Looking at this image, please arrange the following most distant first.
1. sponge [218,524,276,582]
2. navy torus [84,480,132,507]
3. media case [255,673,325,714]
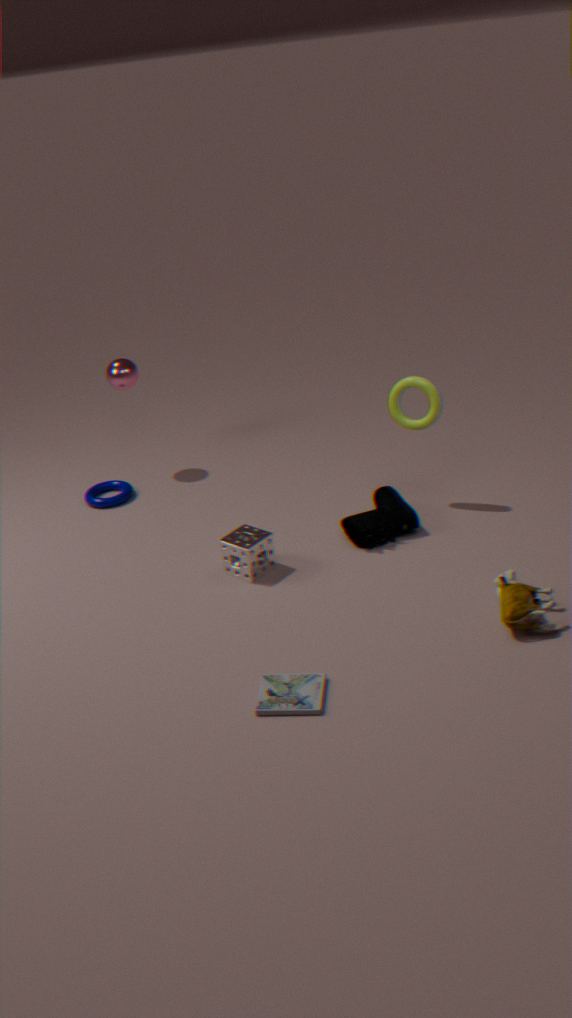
navy torus [84,480,132,507] < sponge [218,524,276,582] < media case [255,673,325,714]
